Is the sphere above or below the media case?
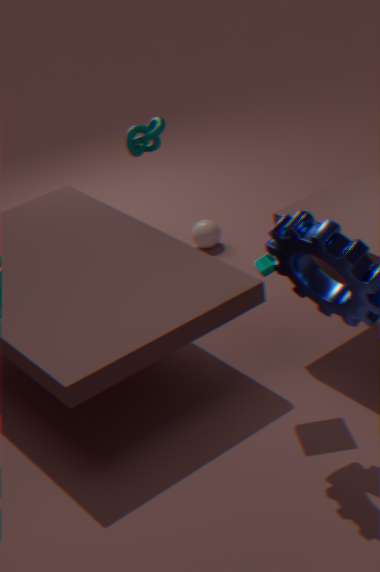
below
